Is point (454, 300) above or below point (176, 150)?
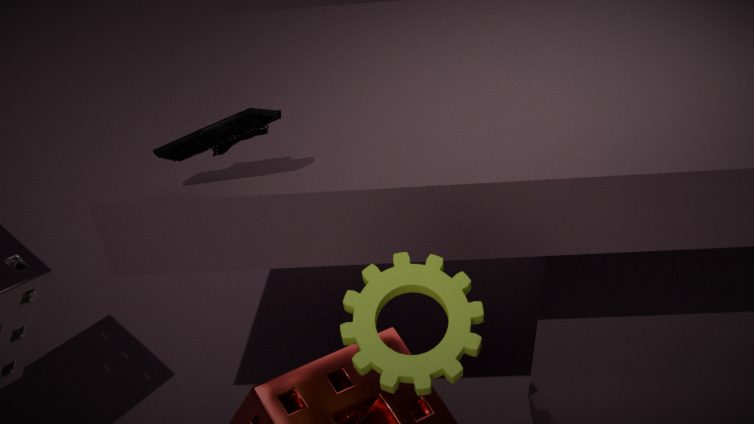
below
